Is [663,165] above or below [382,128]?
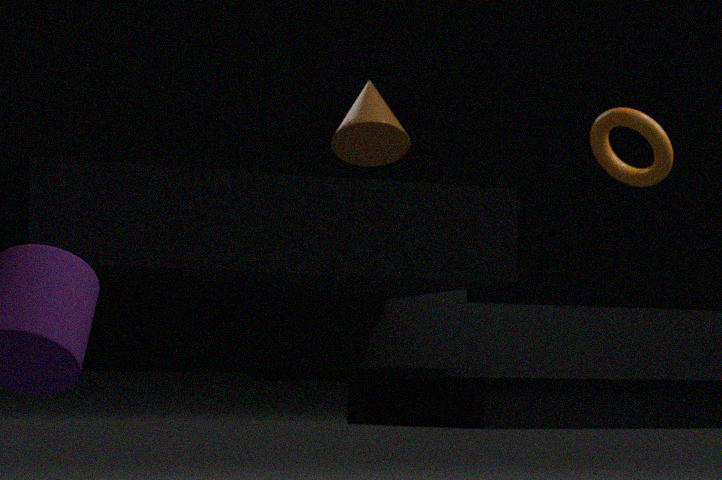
above
